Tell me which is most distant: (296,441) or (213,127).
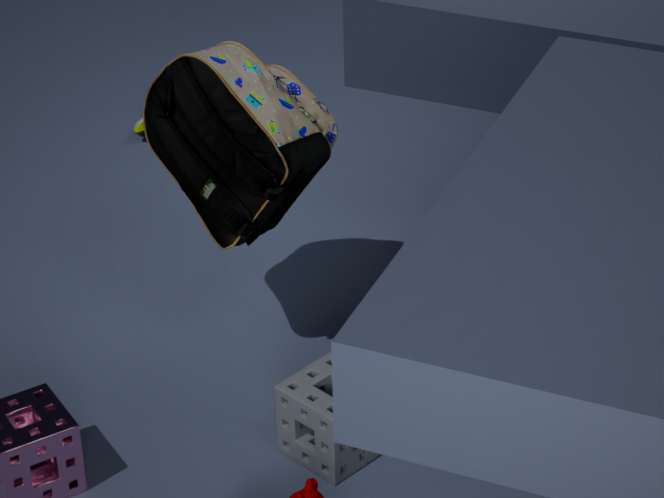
(296,441)
